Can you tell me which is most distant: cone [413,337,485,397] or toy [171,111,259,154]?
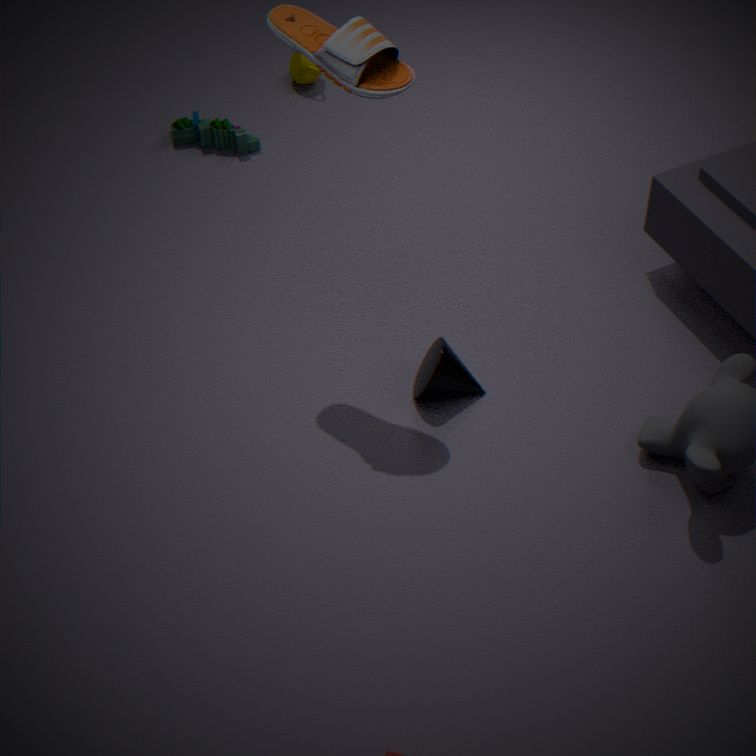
toy [171,111,259,154]
